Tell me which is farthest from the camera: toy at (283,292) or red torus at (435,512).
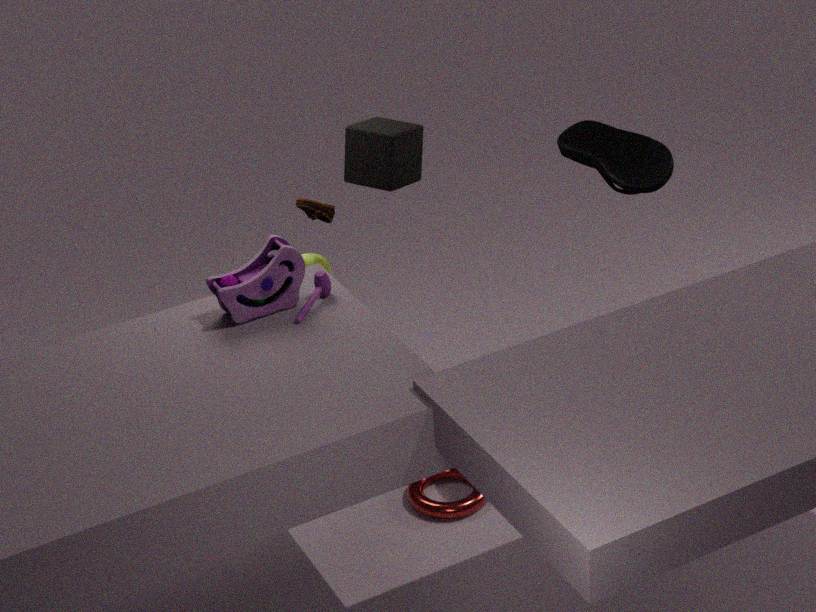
red torus at (435,512)
